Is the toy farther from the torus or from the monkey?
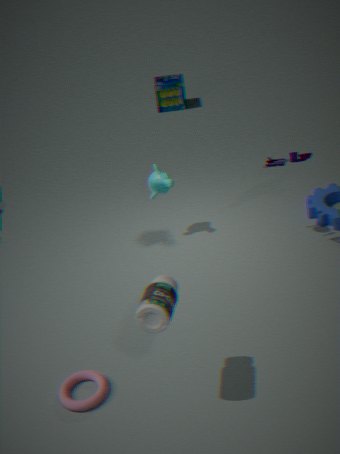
the torus
